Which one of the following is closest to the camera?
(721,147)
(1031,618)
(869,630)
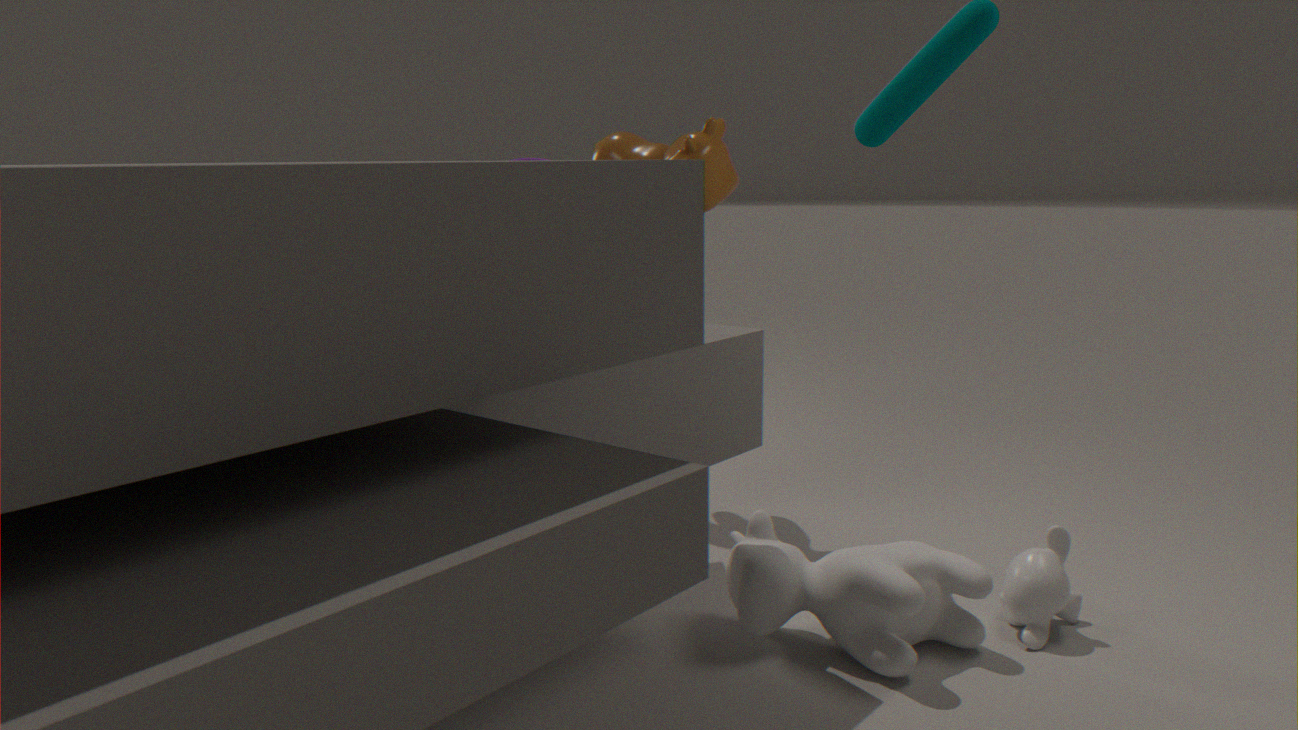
(869,630)
